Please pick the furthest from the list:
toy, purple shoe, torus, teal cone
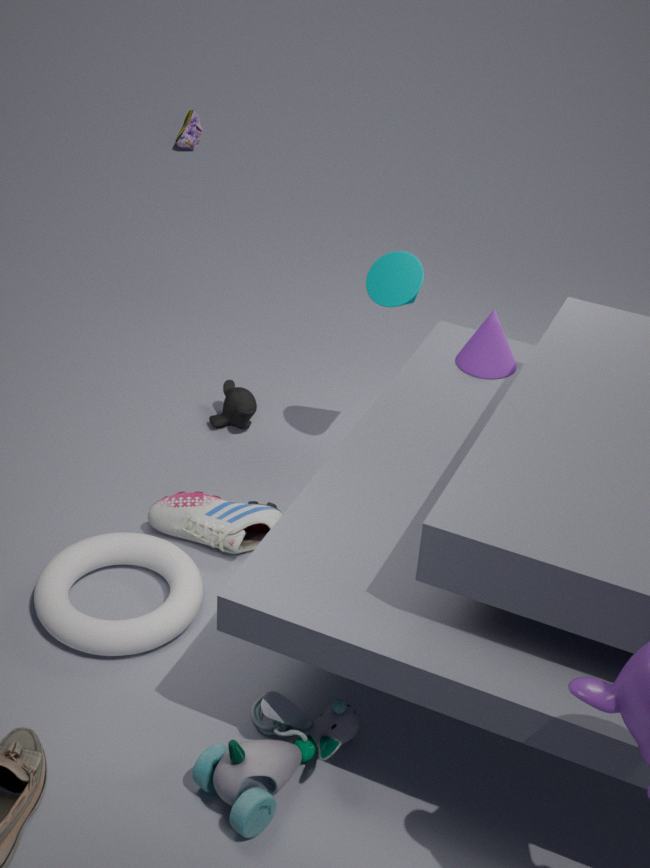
purple shoe
